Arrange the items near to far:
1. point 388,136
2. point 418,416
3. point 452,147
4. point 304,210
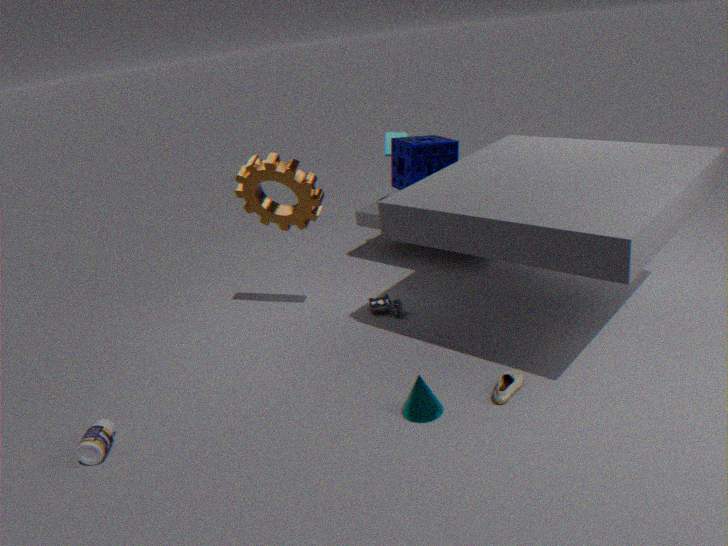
point 418,416
point 304,210
point 452,147
point 388,136
